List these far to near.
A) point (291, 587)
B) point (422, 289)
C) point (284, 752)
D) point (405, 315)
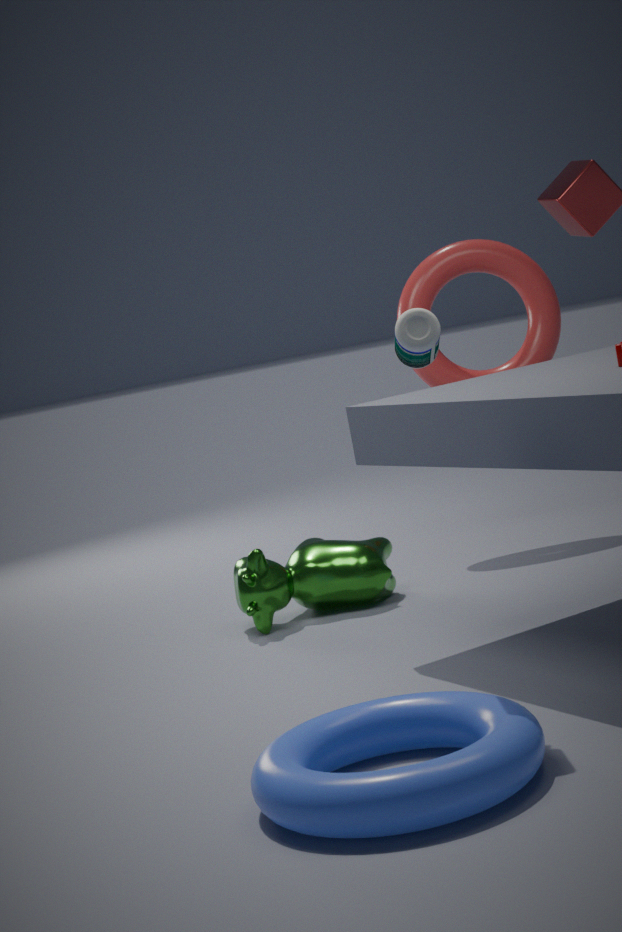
point (422, 289) < point (291, 587) < point (405, 315) < point (284, 752)
